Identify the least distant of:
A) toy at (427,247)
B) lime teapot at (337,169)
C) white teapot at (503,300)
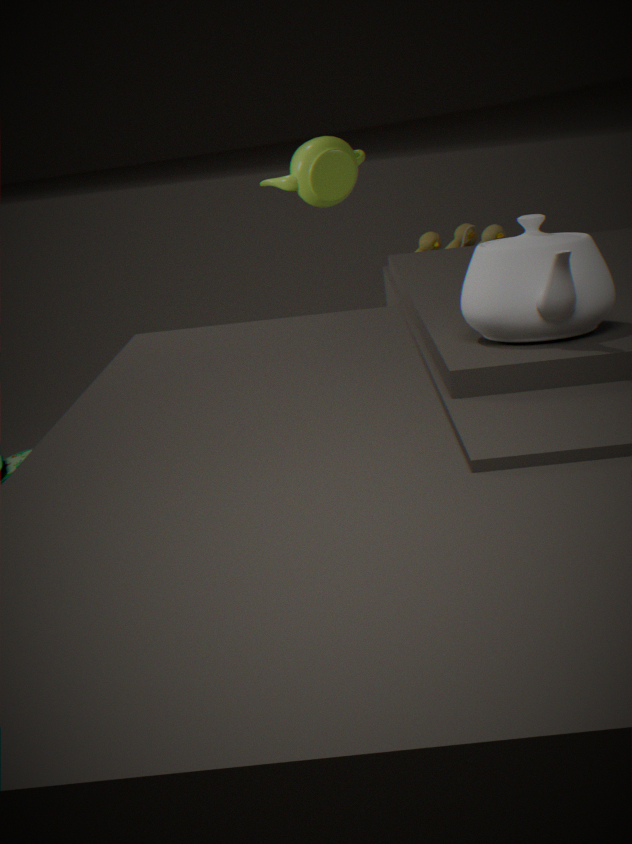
C. white teapot at (503,300)
